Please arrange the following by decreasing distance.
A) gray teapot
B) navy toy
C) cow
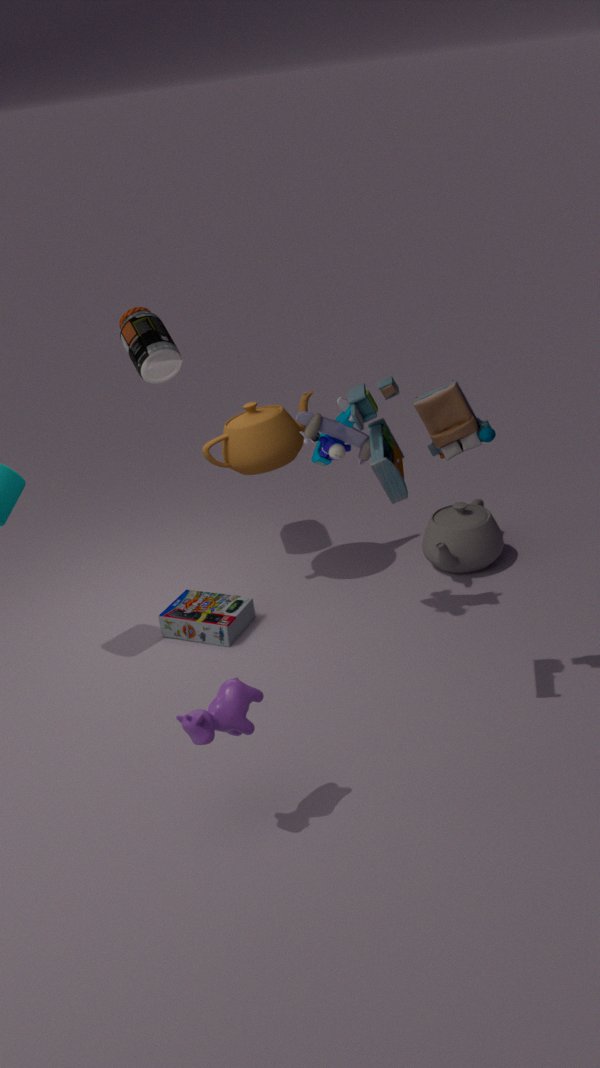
gray teapot → navy toy → cow
